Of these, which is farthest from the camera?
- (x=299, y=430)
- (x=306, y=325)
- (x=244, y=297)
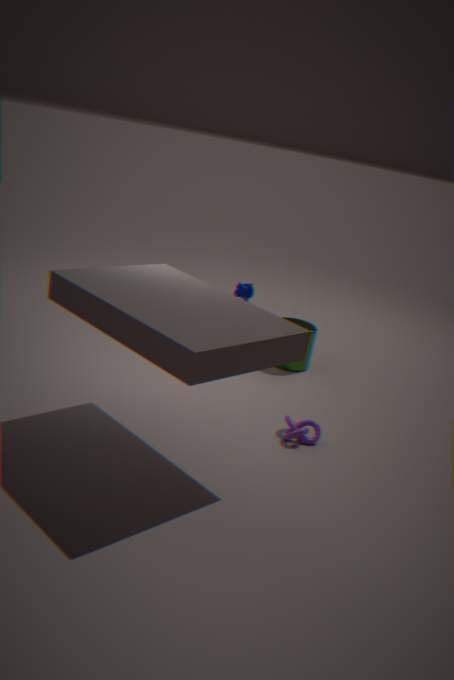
(x=306, y=325)
